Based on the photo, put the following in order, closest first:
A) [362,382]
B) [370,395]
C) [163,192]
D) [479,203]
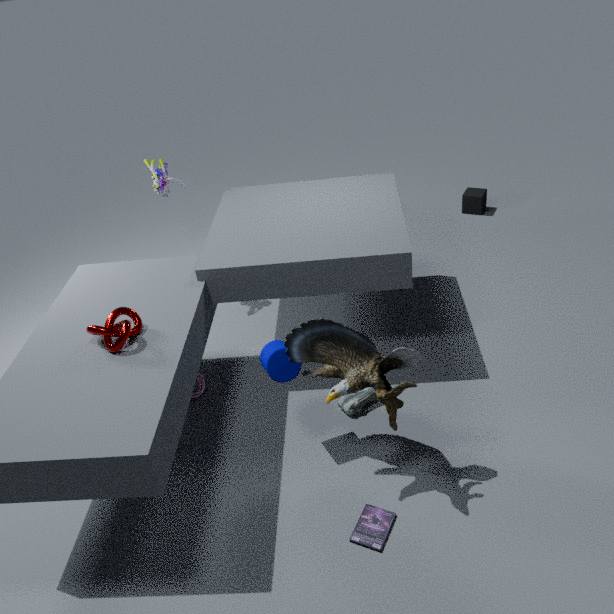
[362,382] → [370,395] → [163,192] → [479,203]
